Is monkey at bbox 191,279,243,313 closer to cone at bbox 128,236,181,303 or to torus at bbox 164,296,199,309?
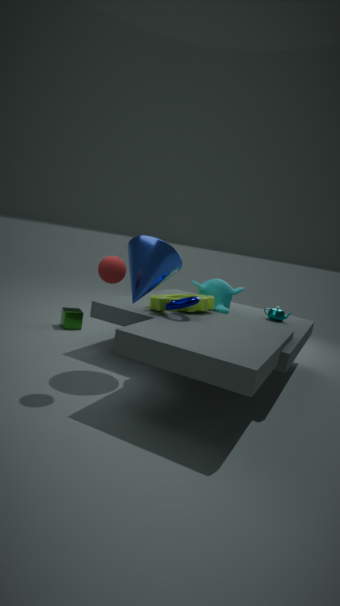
torus at bbox 164,296,199,309
